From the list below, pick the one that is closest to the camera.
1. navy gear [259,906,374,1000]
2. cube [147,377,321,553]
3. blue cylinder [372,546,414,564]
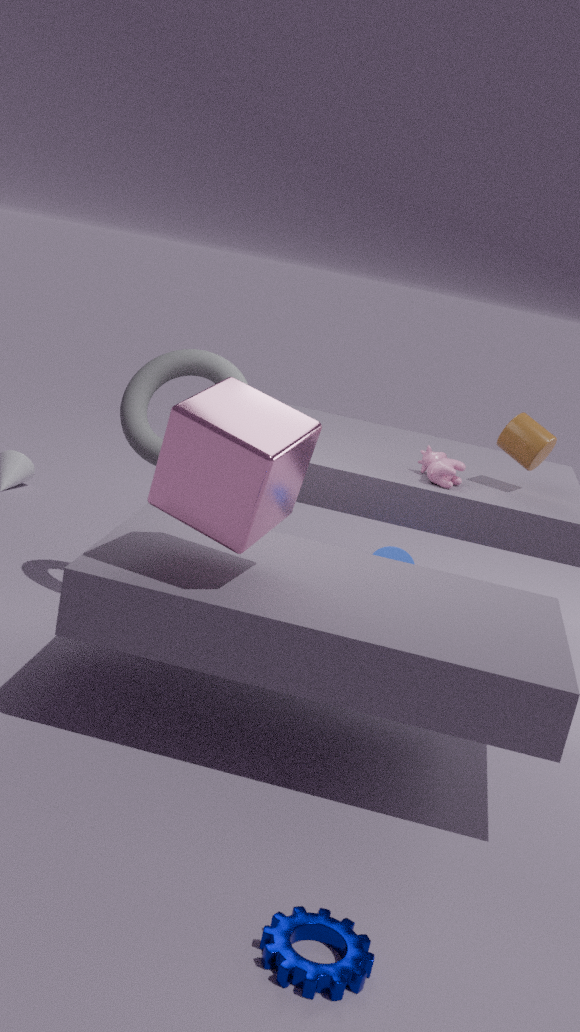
navy gear [259,906,374,1000]
